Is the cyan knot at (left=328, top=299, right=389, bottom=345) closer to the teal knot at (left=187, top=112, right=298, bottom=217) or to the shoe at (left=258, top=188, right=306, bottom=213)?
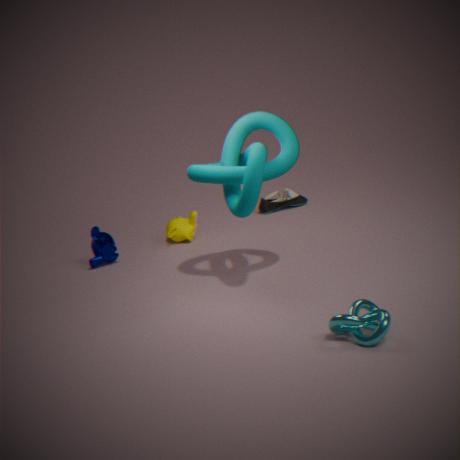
the teal knot at (left=187, top=112, right=298, bottom=217)
